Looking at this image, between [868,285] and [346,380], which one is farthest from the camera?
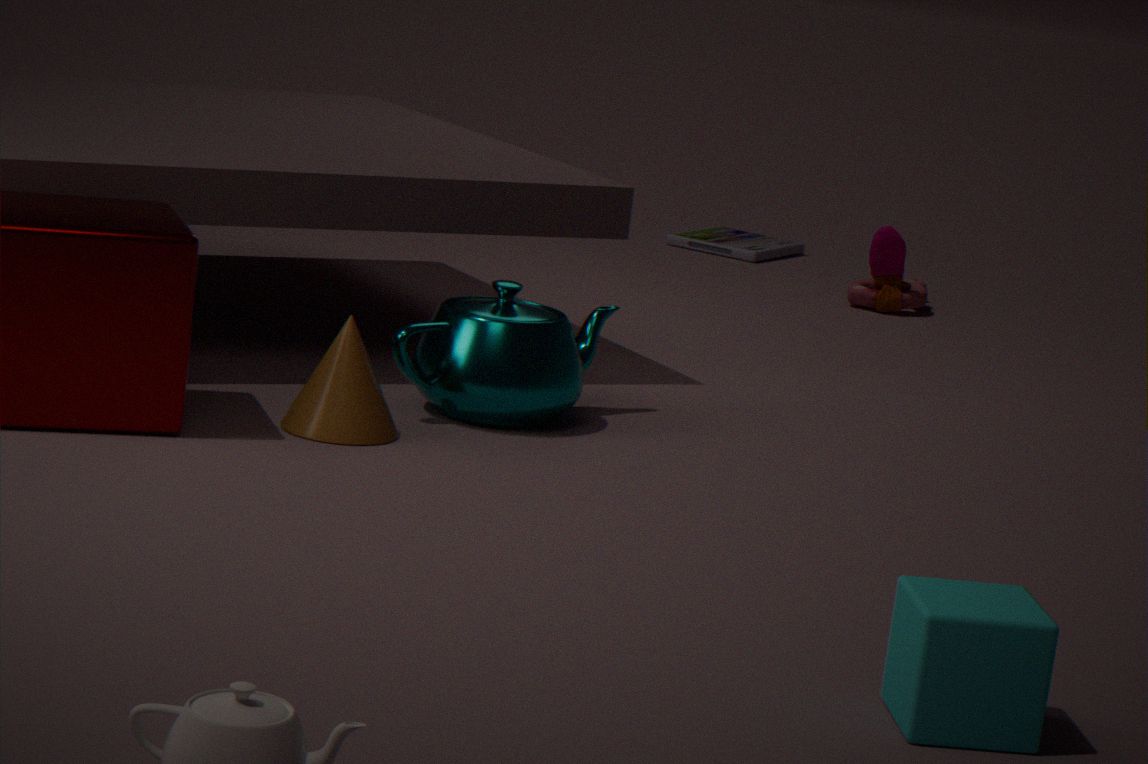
[868,285]
